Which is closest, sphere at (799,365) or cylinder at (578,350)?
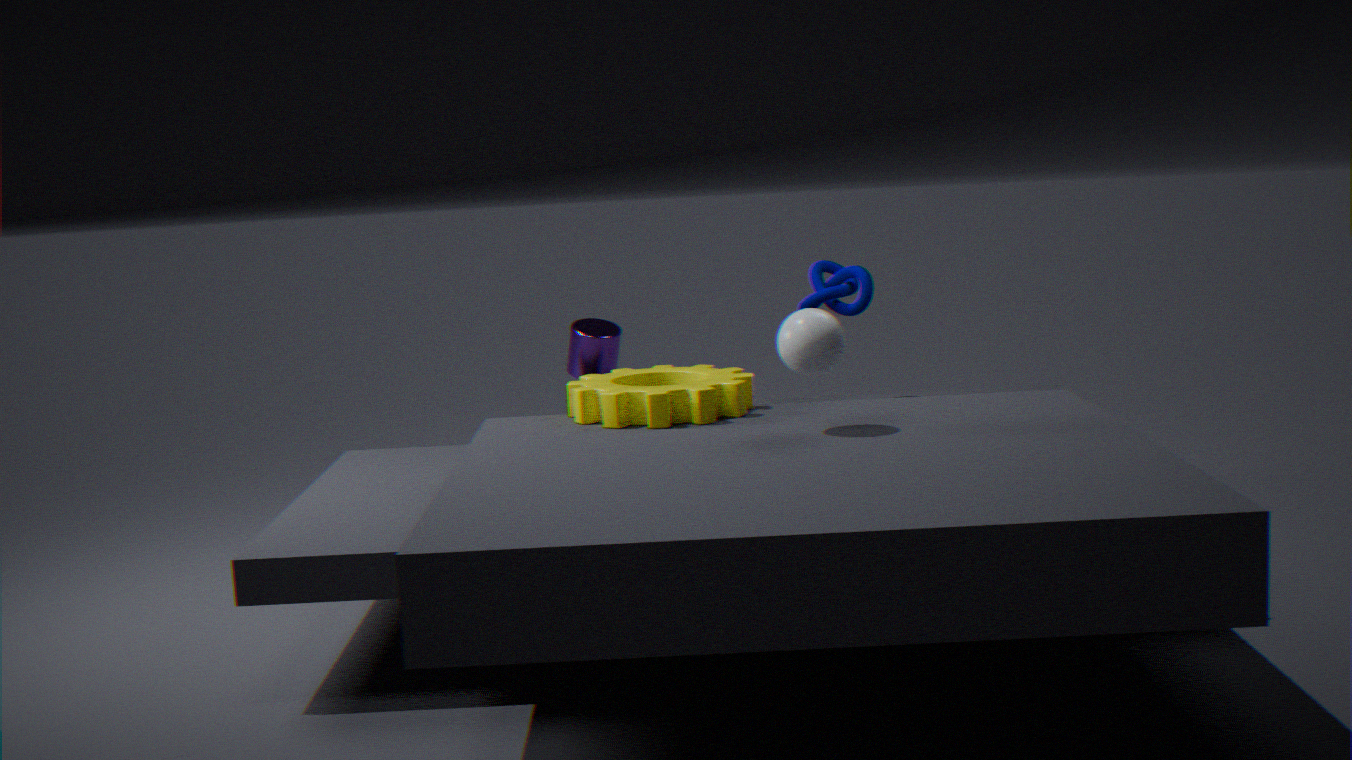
sphere at (799,365)
